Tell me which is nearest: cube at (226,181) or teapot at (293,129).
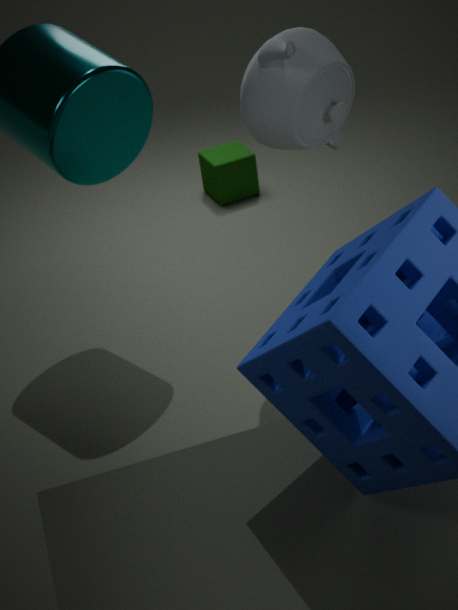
teapot at (293,129)
